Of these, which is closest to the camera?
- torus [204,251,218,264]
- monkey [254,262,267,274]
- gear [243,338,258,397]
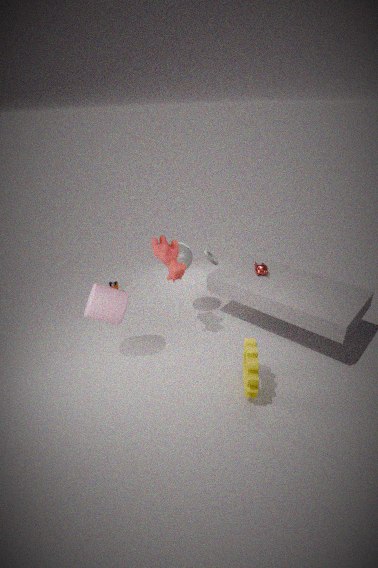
gear [243,338,258,397]
